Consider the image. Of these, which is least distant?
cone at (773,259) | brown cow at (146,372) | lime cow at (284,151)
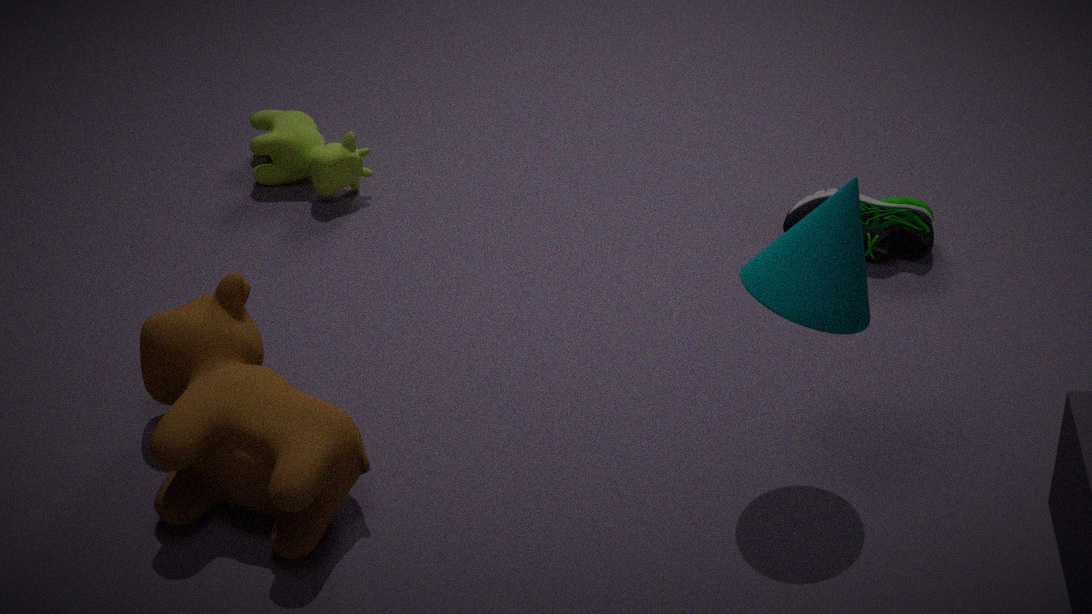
cone at (773,259)
